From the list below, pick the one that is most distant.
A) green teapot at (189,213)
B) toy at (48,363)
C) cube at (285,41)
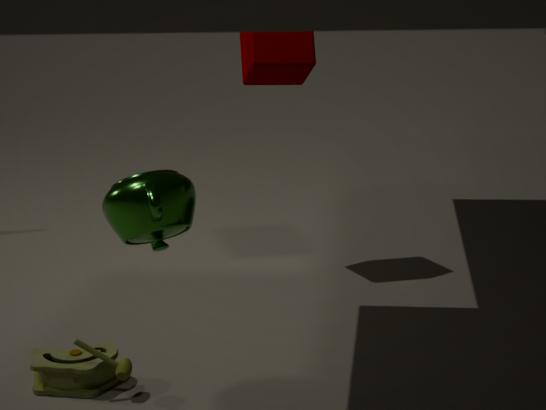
cube at (285,41)
